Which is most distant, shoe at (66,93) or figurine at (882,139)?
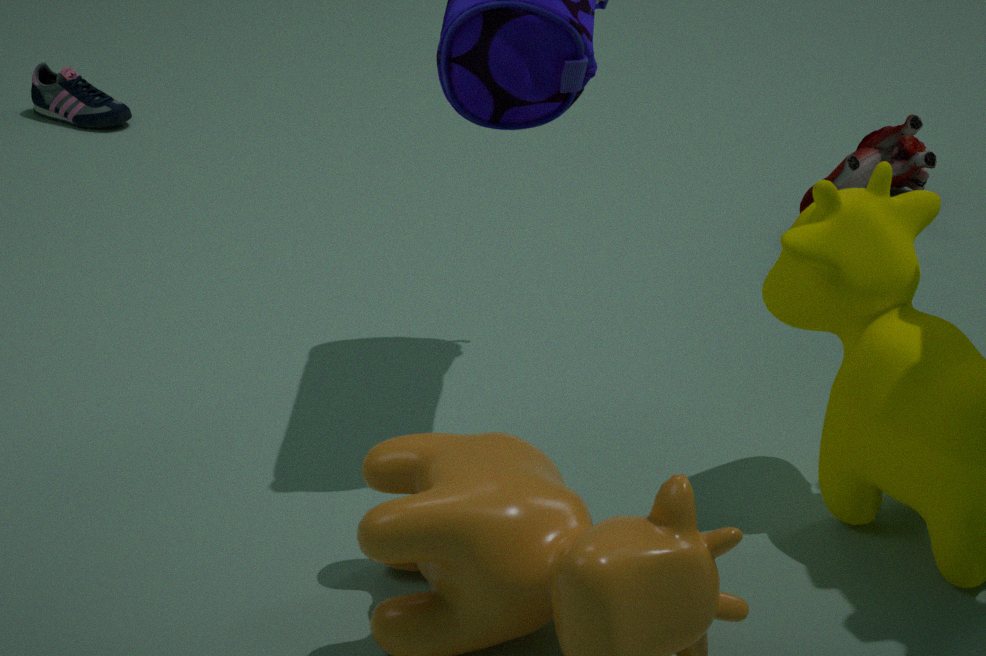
shoe at (66,93)
